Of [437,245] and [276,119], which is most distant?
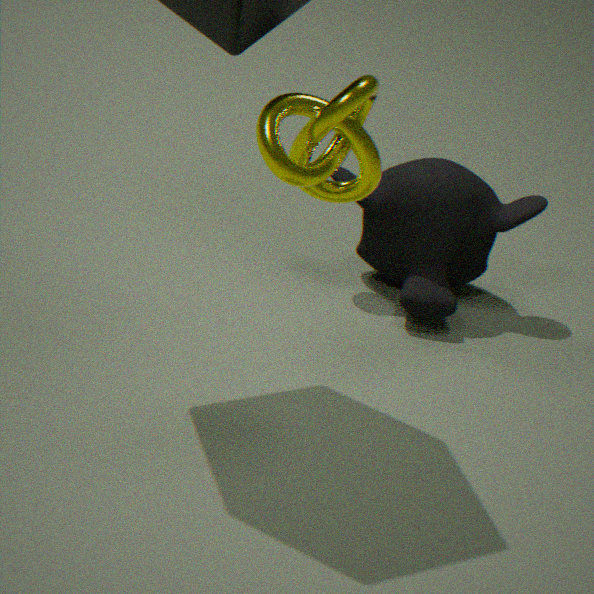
[437,245]
